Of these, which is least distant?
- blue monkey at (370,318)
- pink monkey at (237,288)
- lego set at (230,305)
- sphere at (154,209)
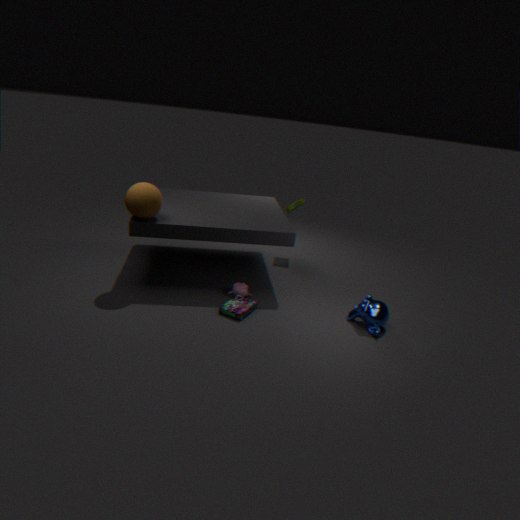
lego set at (230,305)
